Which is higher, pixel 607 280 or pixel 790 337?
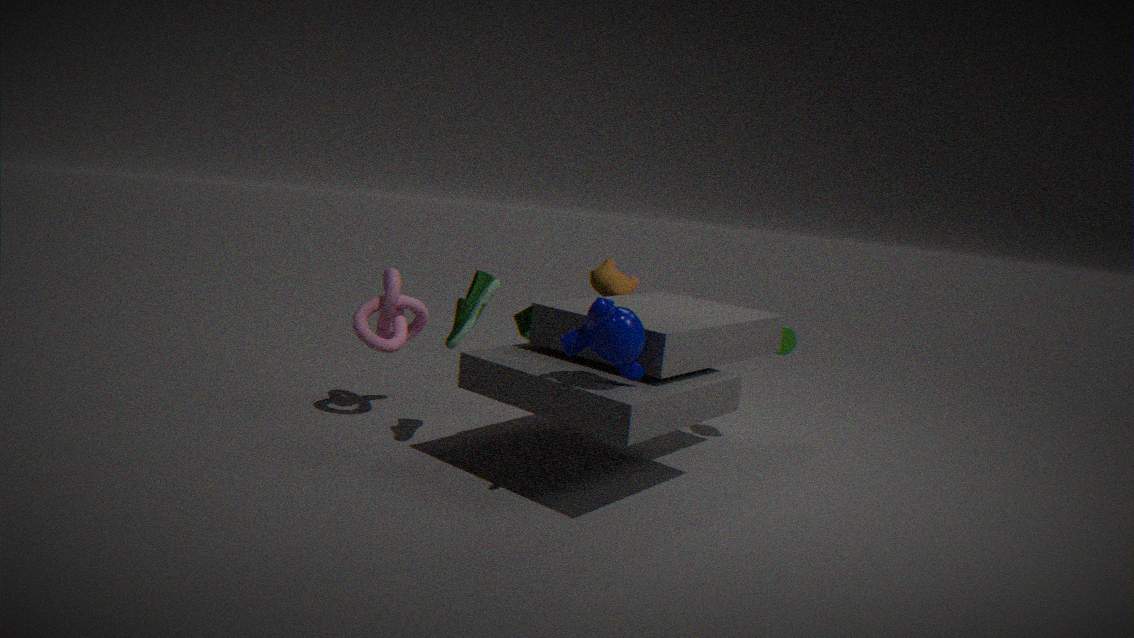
pixel 607 280
